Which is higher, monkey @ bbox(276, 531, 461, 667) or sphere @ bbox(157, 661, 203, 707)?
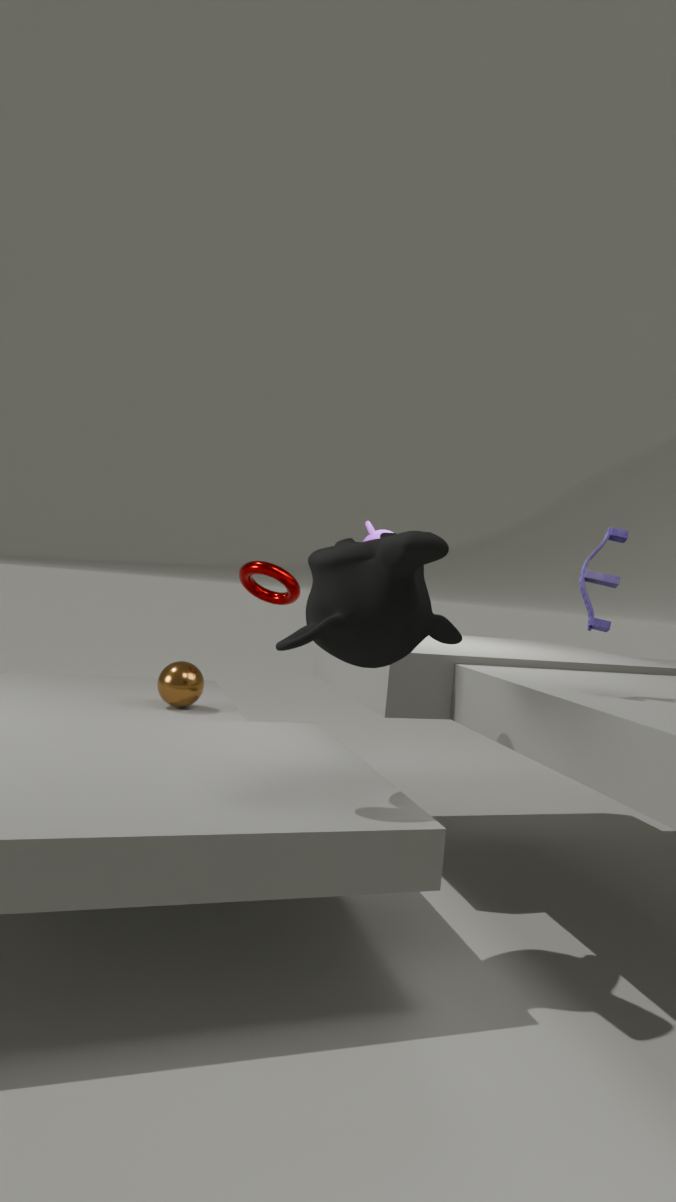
monkey @ bbox(276, 531, 461, 667)
